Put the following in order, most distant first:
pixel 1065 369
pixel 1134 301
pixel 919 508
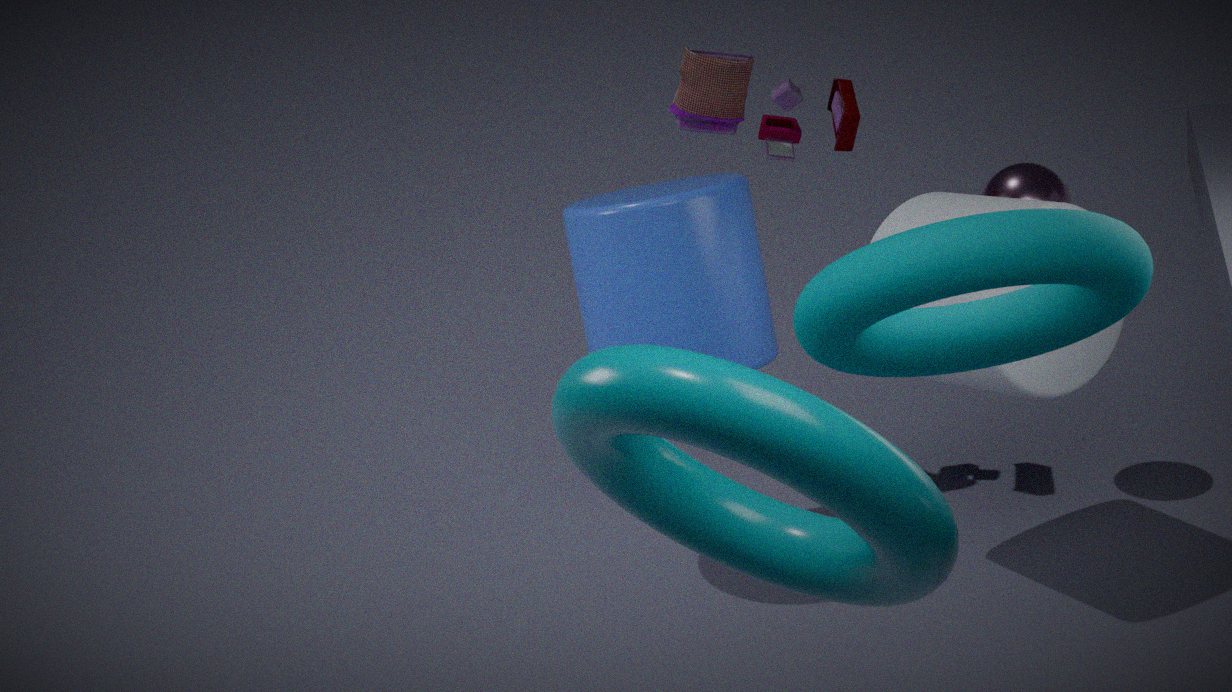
pixel 1065 369 < pixel 1134 301 < pixel 919 508
